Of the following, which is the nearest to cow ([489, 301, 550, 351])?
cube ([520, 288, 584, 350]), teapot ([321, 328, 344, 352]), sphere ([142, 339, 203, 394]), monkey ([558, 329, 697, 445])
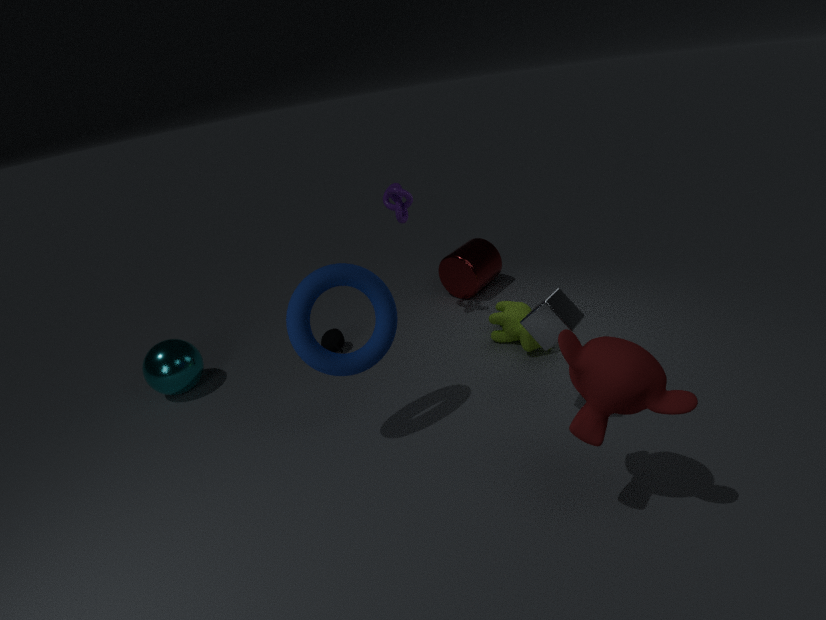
cube ([520, 288, 584, 350])
